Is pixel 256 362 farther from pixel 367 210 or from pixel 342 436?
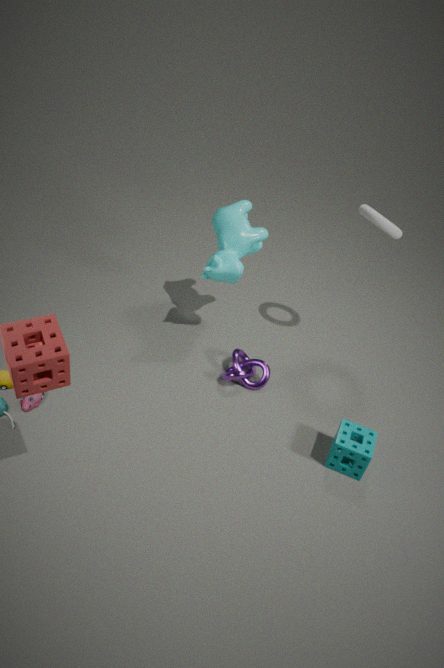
pixel 367 210
